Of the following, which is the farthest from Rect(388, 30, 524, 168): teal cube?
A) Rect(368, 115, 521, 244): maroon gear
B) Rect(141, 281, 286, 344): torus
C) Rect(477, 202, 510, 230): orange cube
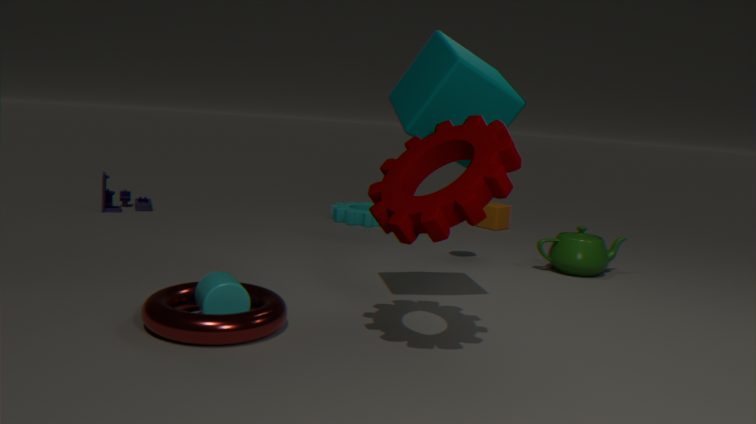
Rect(477, 202, 510, 230): orange cube
